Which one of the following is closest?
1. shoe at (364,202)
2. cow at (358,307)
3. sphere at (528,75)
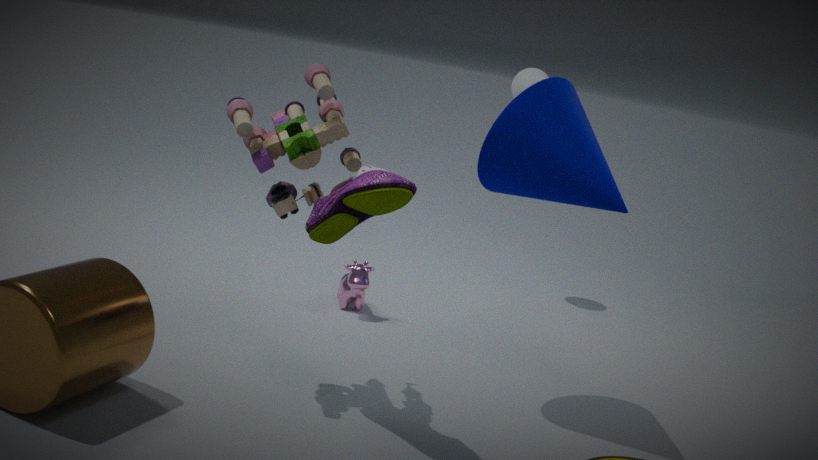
shoe at (364,202)
